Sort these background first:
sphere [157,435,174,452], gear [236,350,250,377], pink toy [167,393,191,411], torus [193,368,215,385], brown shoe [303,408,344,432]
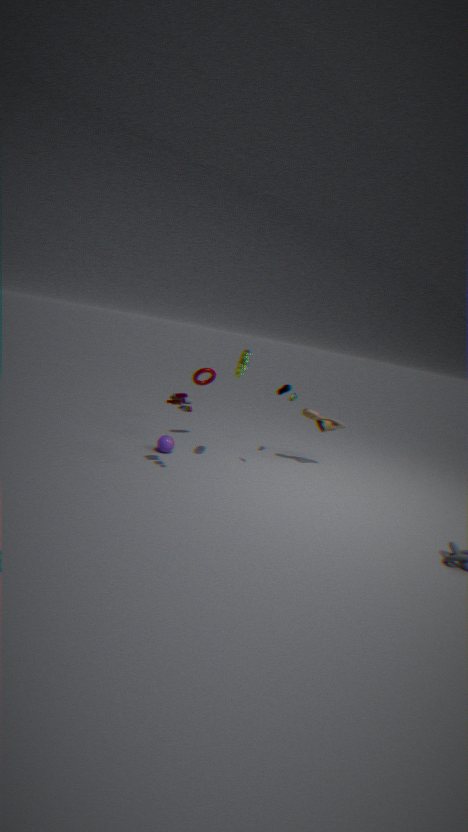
1. torus [193,368,215,385]
2. brown shoe [303,408,344,432]
3. sphere [157,435,174,452]
4. gear [236,350,250,377]
5. pink toy [167,393,191,411]
